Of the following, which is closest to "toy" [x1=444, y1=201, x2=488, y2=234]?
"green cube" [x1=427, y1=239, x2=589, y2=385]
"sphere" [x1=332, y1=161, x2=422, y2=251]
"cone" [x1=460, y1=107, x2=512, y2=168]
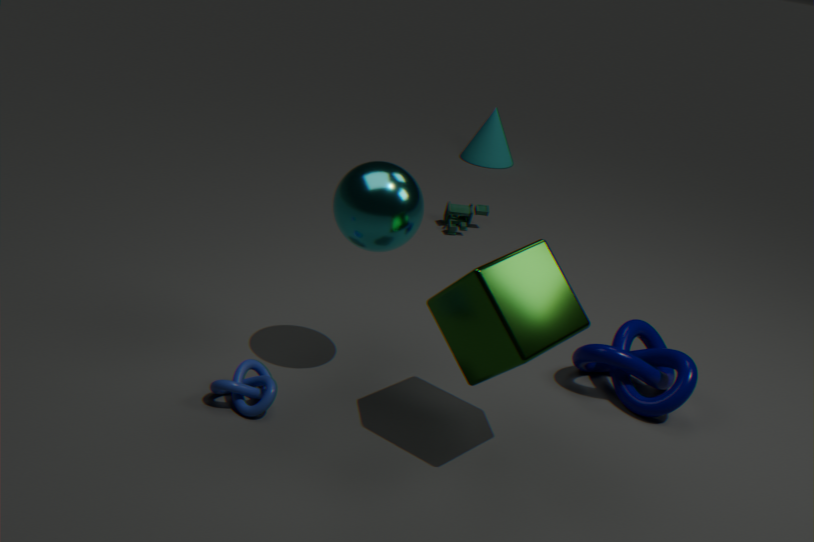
"cone" [x1=460, y1=107, x2=512, y2=168]
